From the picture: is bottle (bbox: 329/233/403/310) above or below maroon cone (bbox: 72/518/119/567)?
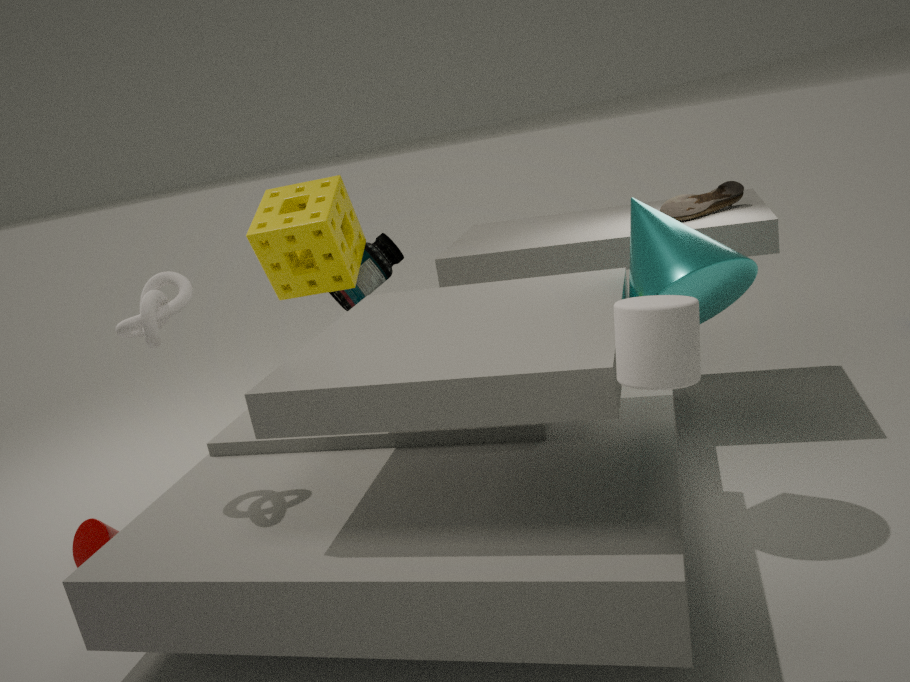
above
